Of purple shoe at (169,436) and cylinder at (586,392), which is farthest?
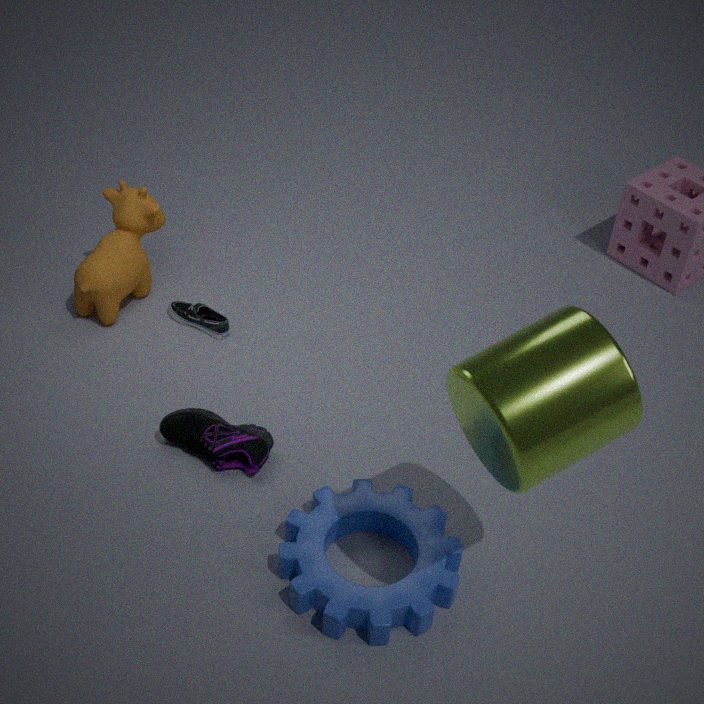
purple shoe at (169,436)
